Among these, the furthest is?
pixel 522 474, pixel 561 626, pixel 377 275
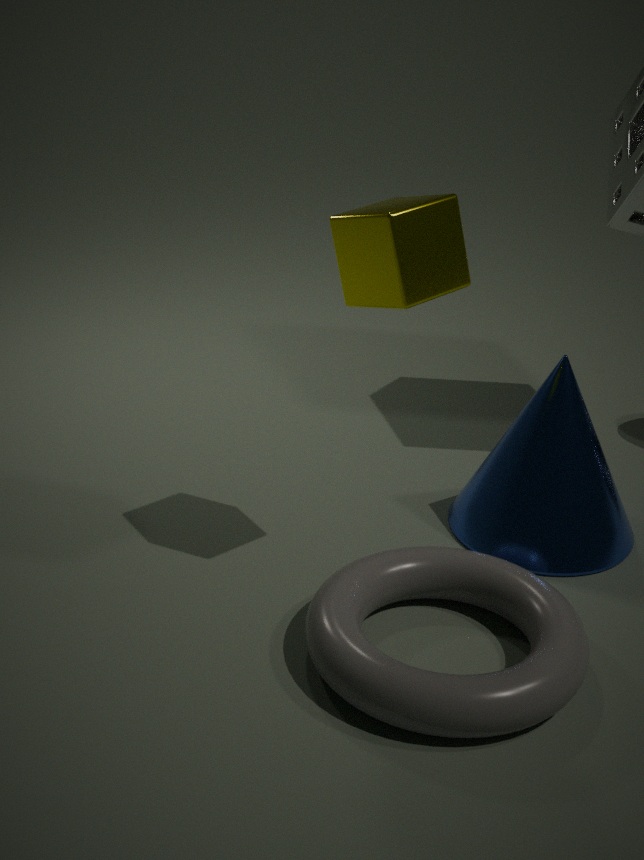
pixel 522 474
